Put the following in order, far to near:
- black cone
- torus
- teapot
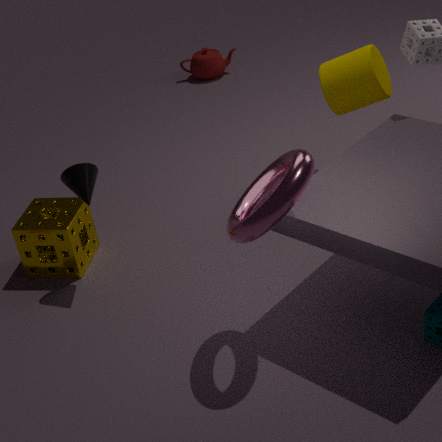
teapot, black cone, torus
